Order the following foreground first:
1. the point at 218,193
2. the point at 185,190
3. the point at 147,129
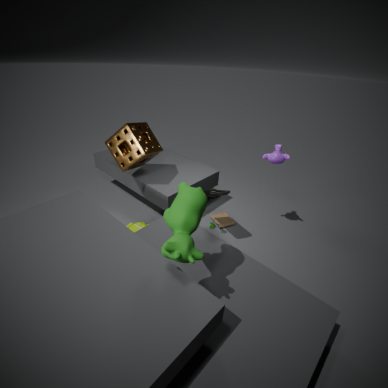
the point at 185,190, the point at 218,193, the point at 147,129
